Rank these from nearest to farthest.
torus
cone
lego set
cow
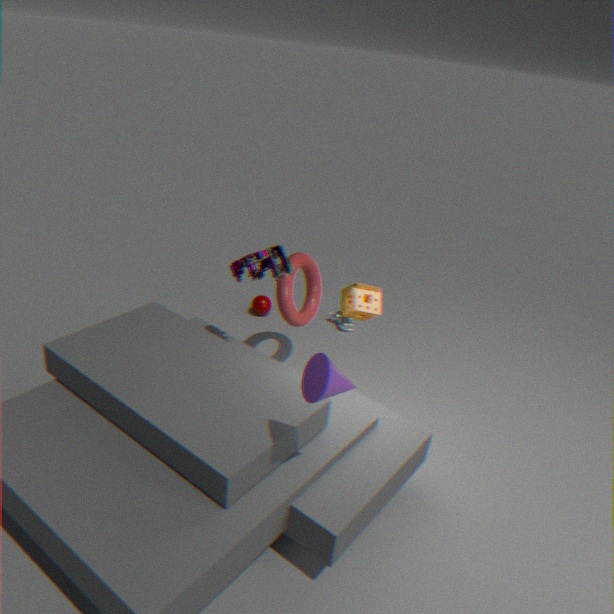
cone → lego set → torus → cow
